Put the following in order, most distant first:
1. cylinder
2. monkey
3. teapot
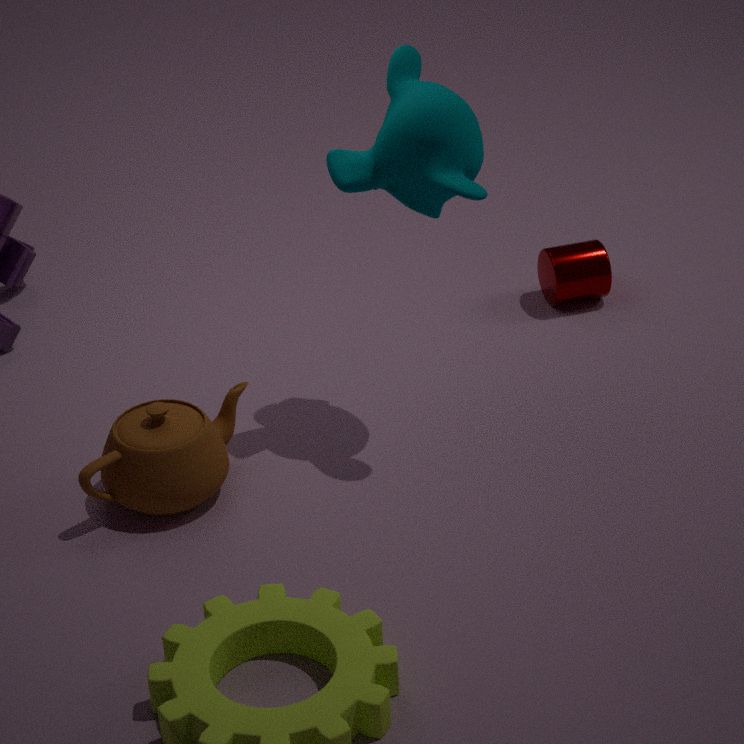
1. cylinder
2. teapot
3. monkey
